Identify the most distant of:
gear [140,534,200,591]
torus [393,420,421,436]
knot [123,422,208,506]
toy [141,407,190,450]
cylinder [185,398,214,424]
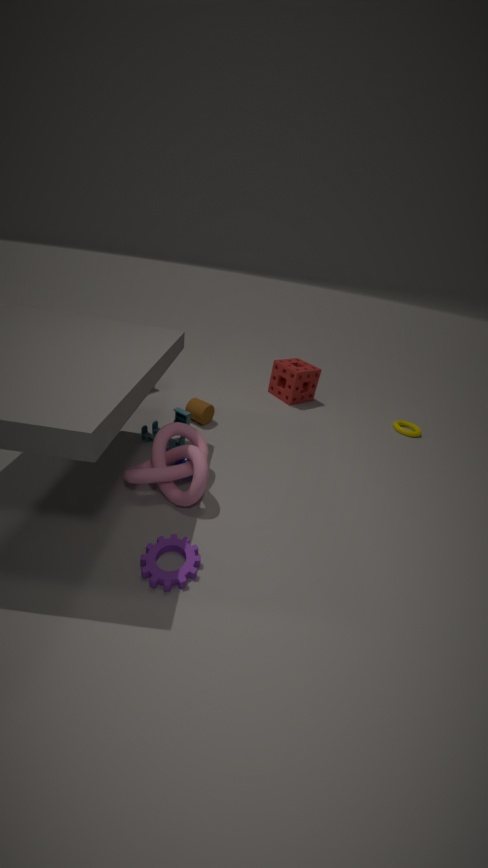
torus [393,420,421,436]
